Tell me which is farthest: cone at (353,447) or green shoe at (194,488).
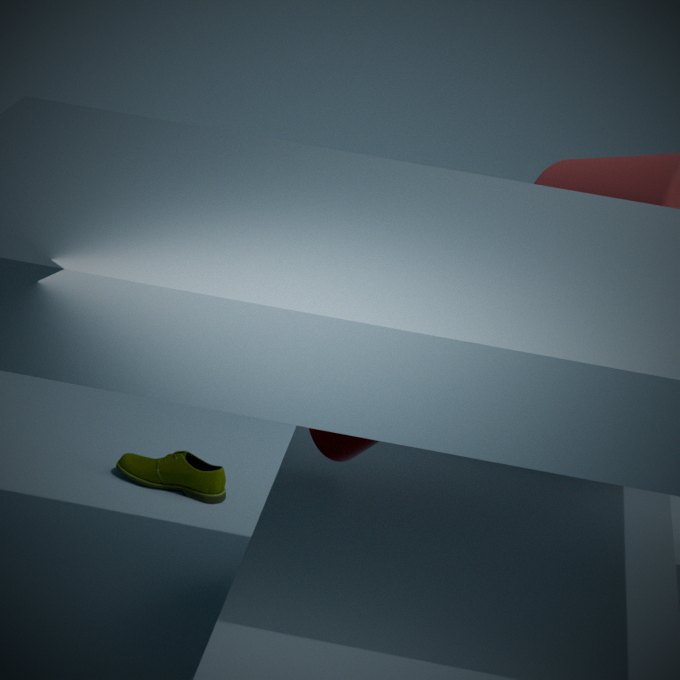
green shoe at (194,488)
